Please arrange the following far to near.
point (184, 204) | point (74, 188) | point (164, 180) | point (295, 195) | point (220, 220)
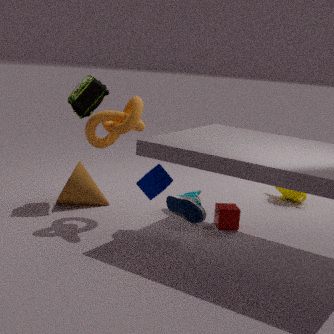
point (295, 195) → point (74, 188) → point (184, 204) → point (220, 220) → point (164, 180)
